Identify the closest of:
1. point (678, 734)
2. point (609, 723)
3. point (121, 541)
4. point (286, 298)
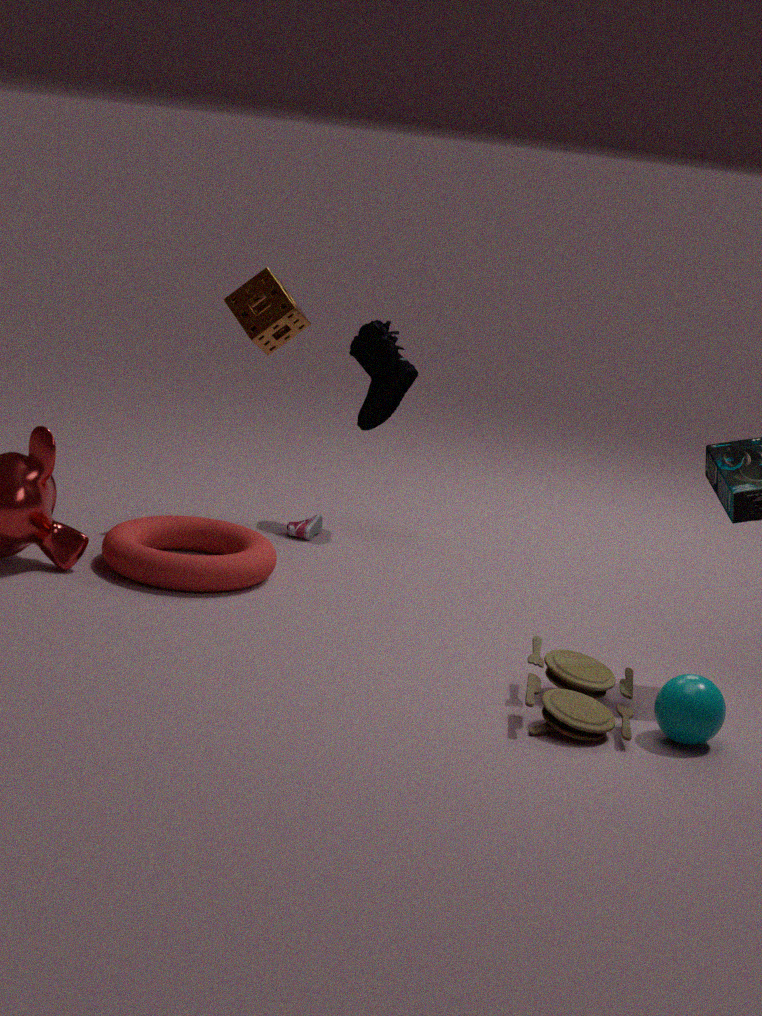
point (678, 734)
